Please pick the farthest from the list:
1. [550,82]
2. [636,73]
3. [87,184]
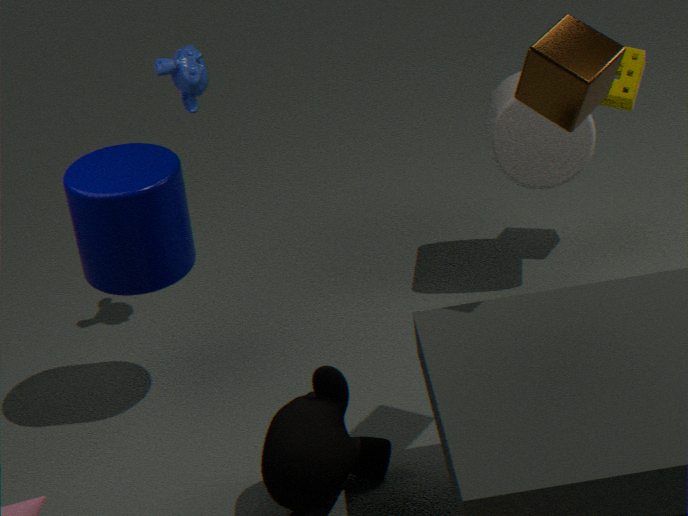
[636,73]
